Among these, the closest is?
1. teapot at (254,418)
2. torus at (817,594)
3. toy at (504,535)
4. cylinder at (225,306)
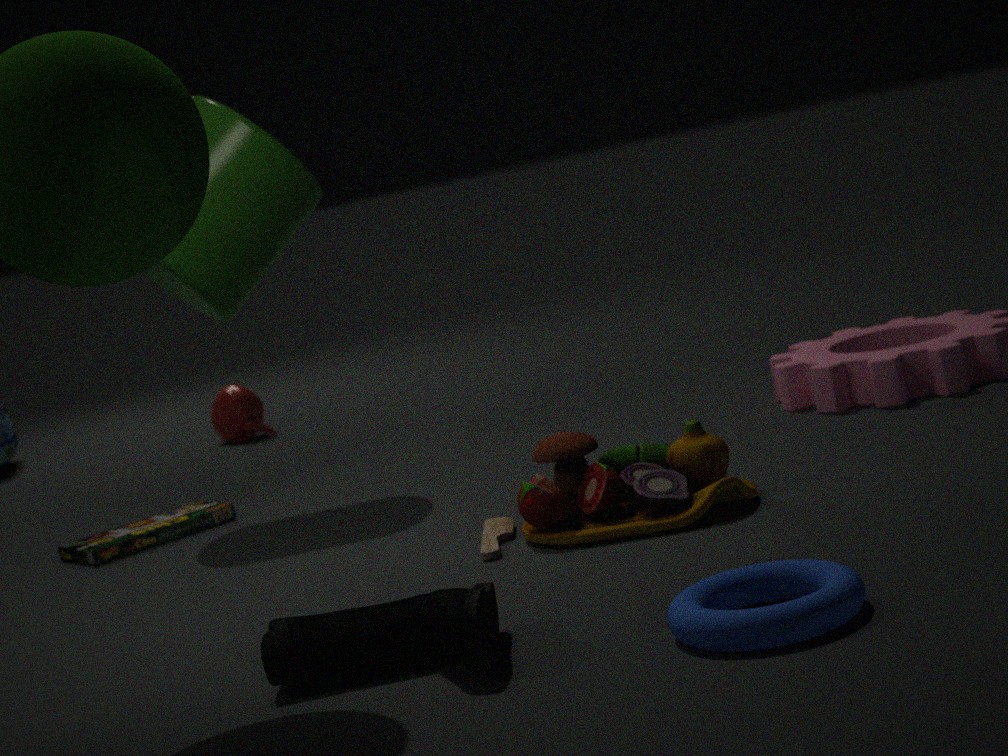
torus at (817,594)
